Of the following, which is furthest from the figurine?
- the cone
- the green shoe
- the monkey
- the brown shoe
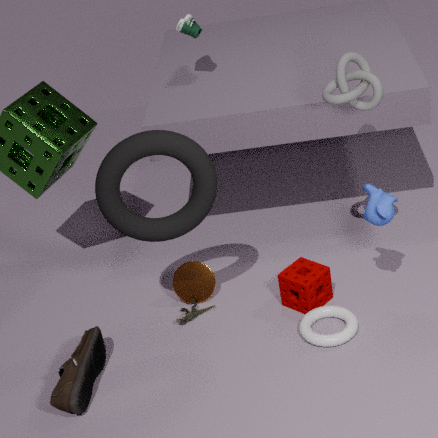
the green shoe
